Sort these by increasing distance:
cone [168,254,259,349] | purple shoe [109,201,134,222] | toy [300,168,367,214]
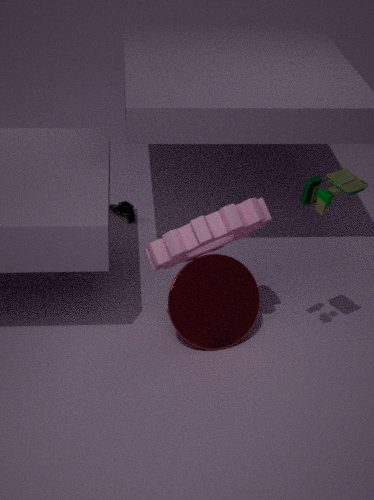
toy [300,168,367,214]
cone [168,254,259,349]
purple shoe [109,201,134,222]
